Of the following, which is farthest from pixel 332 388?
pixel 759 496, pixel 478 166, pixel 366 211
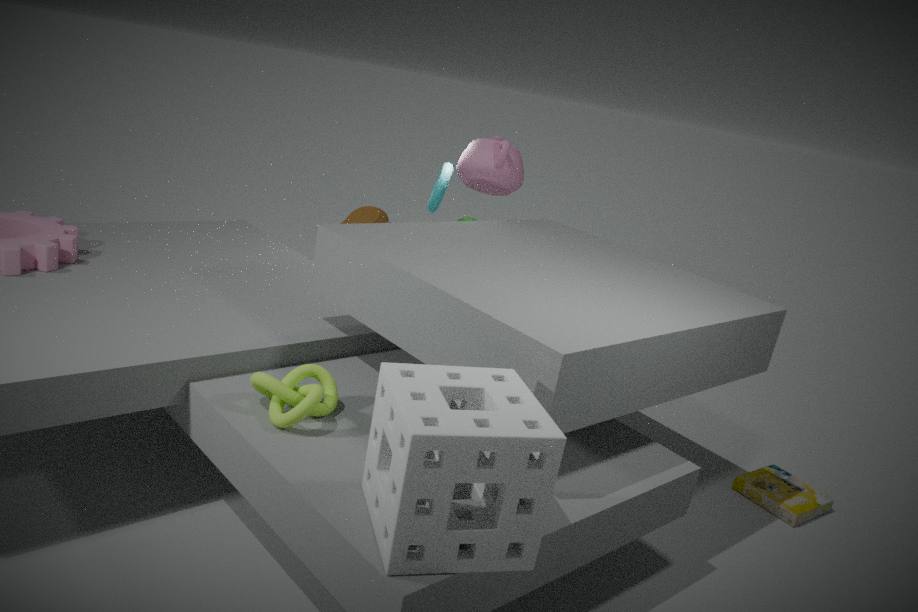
pixel 366 211
